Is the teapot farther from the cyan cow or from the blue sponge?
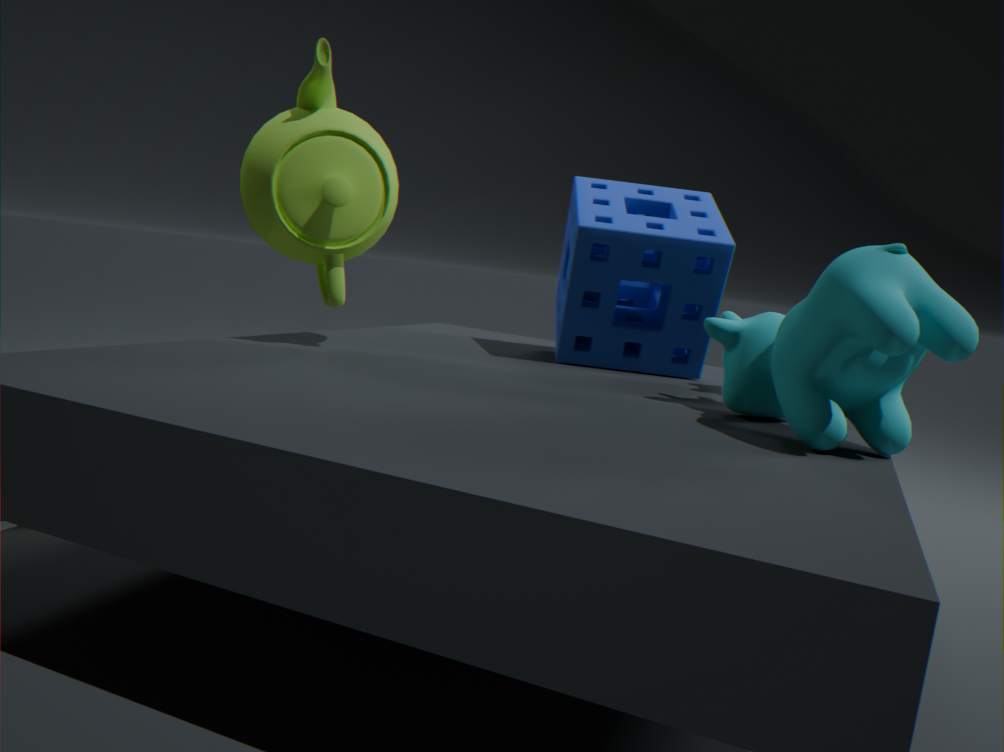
the cyan cow
